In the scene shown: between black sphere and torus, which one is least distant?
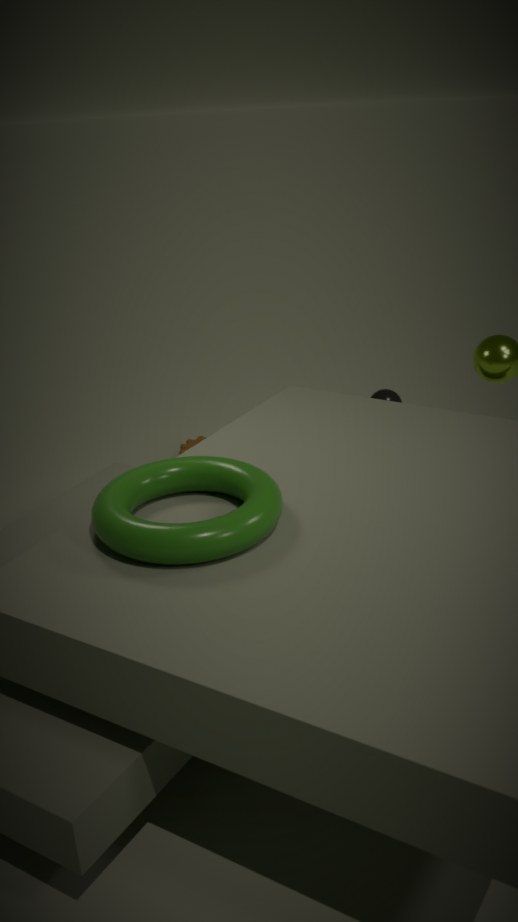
torus
